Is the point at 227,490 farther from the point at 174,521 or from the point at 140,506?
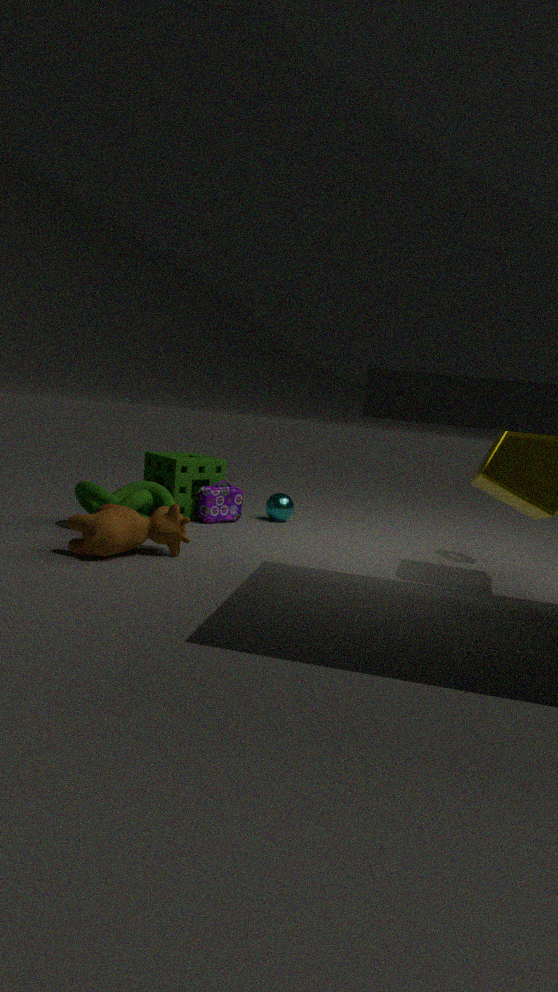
the point at 174,521
